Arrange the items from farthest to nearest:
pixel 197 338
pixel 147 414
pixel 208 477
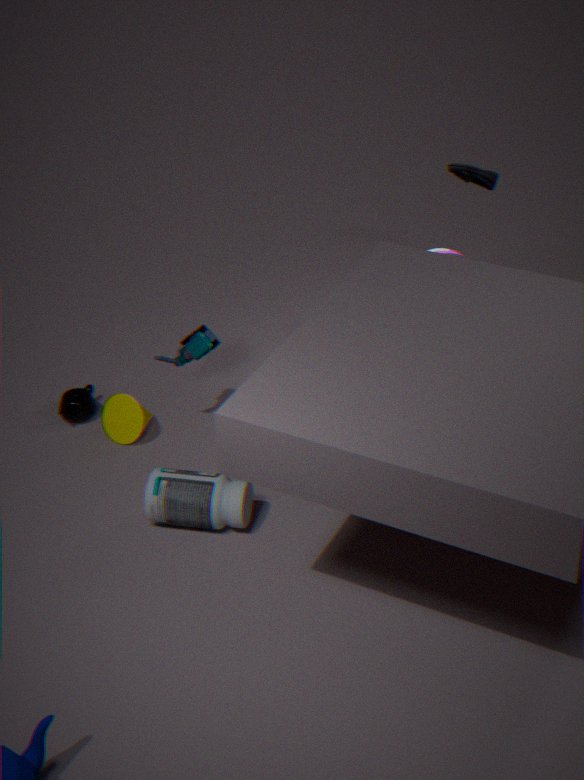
1. pixel 147 414
2. pixel 197 338
3. pixel 208 477
